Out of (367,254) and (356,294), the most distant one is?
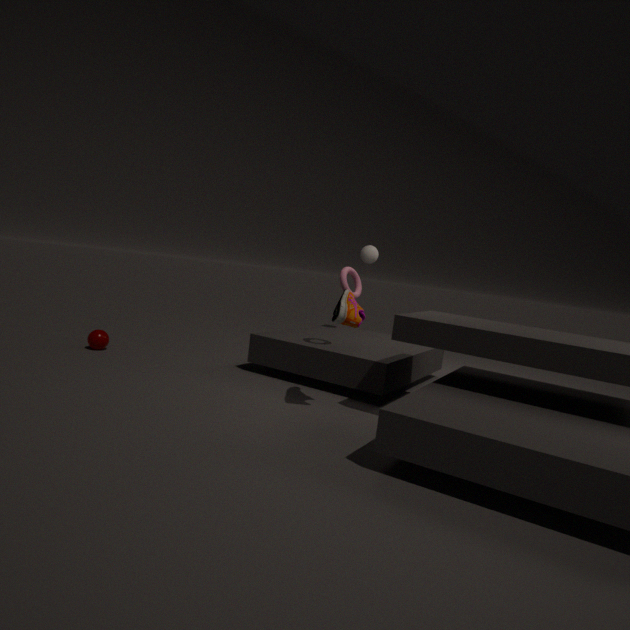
(367,254)
